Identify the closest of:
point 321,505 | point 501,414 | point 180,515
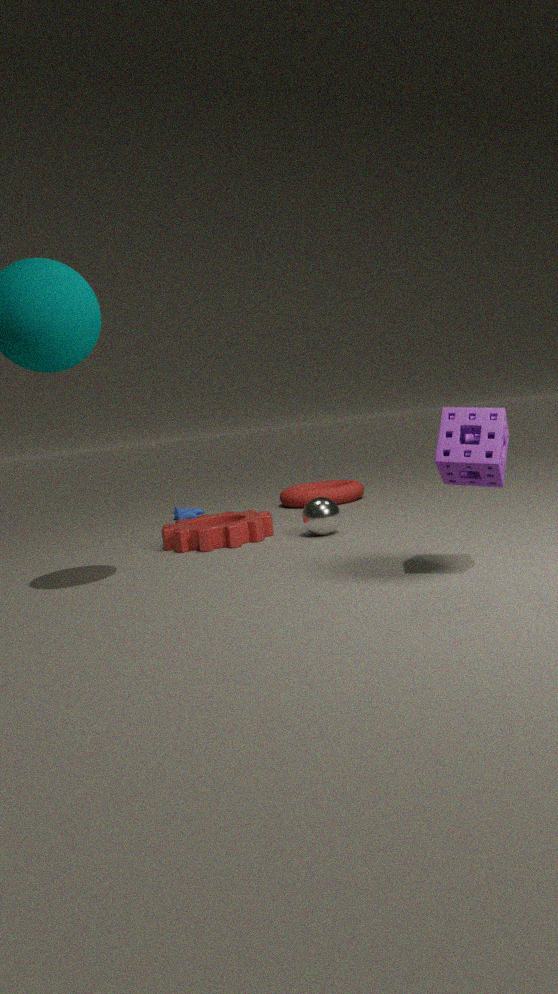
point 501,414
